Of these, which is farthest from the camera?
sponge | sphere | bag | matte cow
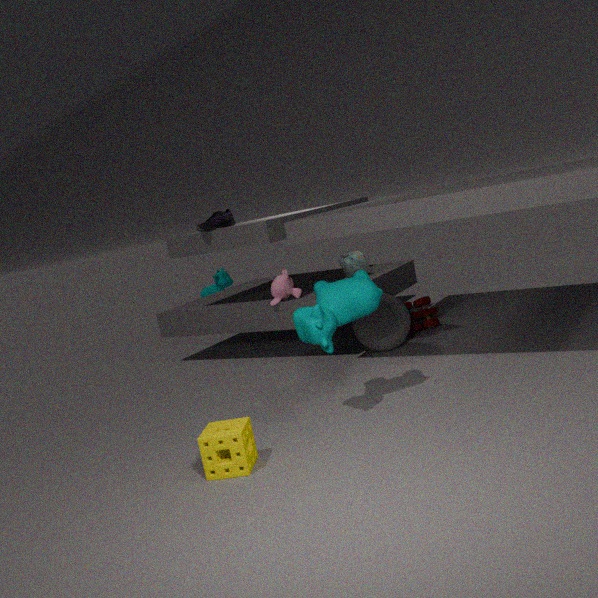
matte cow
